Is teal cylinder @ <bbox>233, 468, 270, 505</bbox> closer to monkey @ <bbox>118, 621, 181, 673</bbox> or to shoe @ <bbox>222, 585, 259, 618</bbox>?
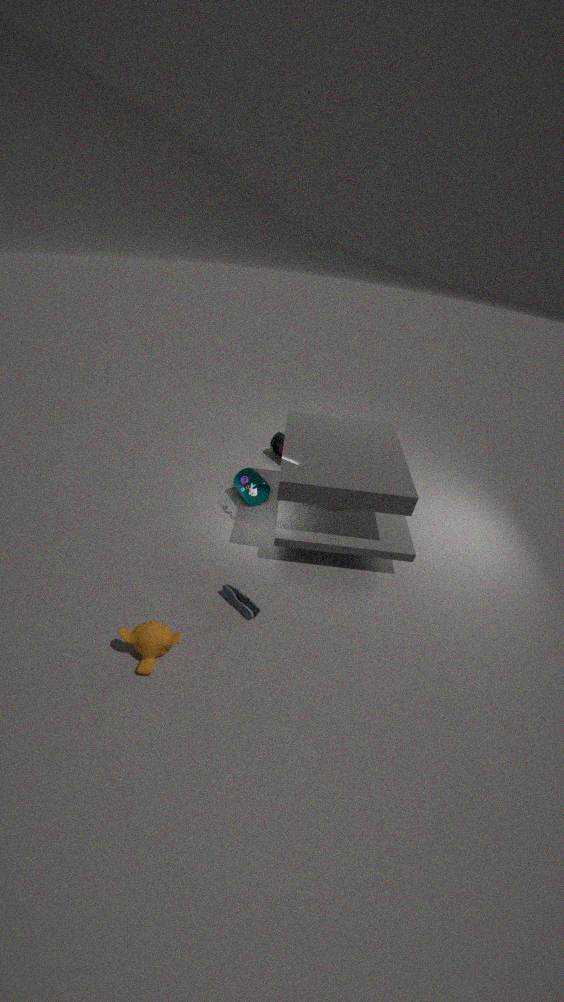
shoe @ <bbox>222, 585, 259, 618</bbox>
